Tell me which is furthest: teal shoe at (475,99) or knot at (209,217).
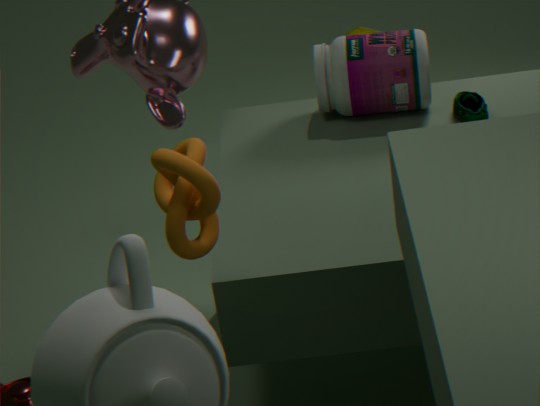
teal shoe at (475,99)
